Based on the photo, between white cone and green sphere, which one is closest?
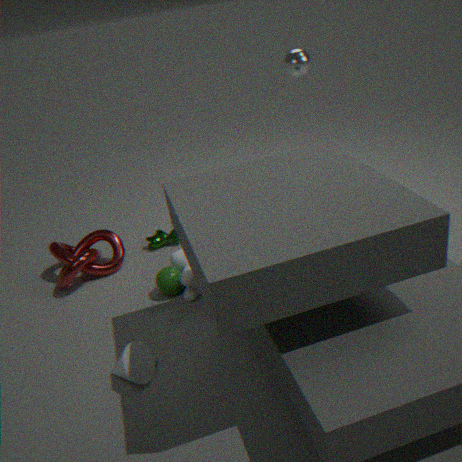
white cone
